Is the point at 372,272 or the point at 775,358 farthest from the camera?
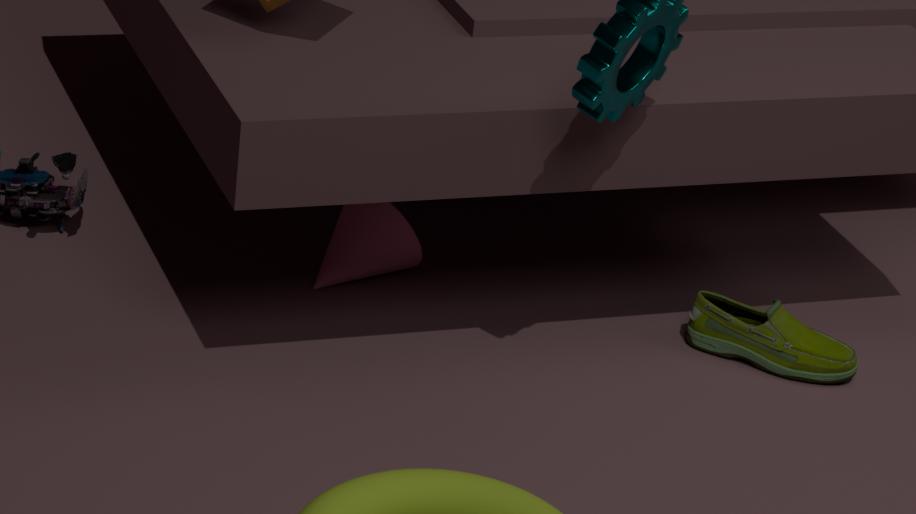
the point at 372,272
